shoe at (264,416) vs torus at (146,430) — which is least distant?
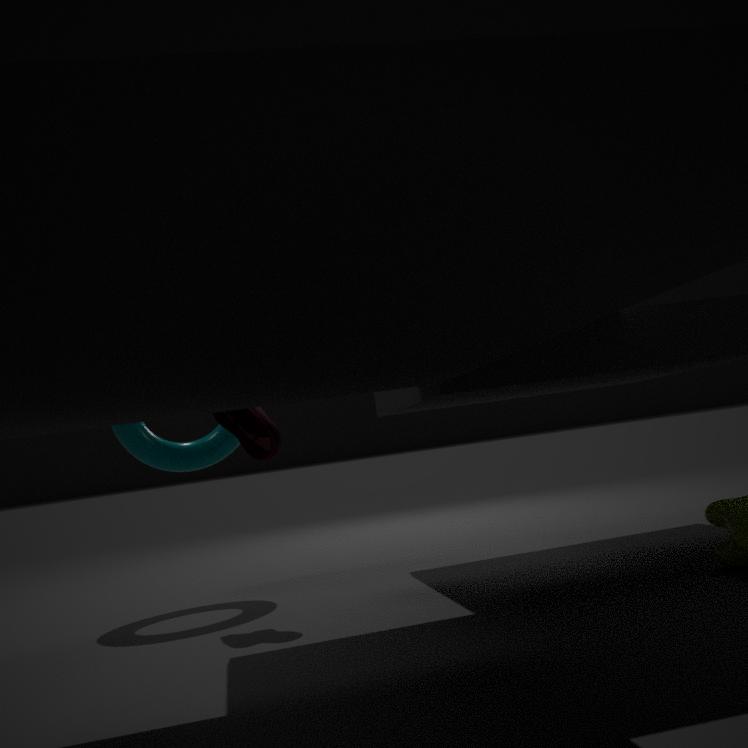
shoe at (264,416)
